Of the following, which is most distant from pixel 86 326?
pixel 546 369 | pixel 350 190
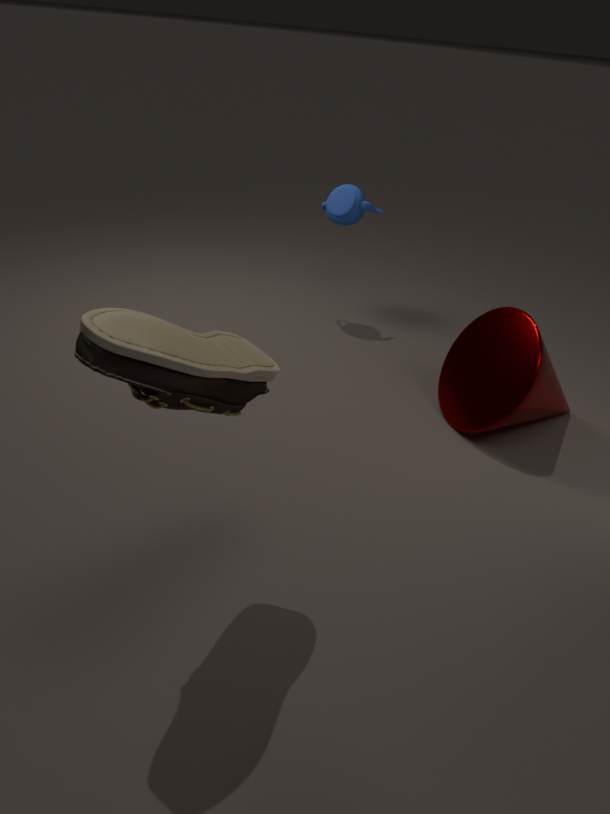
pixel 350 190
